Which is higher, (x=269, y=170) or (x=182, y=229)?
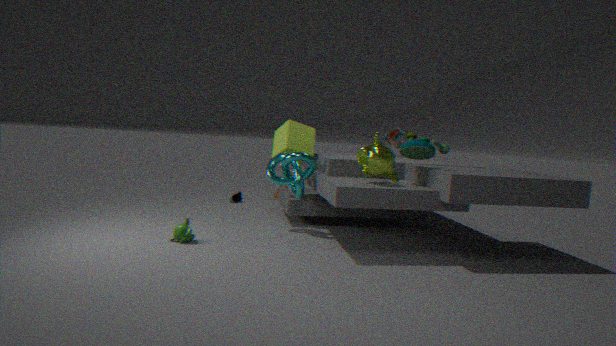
(x=269, y=170)
